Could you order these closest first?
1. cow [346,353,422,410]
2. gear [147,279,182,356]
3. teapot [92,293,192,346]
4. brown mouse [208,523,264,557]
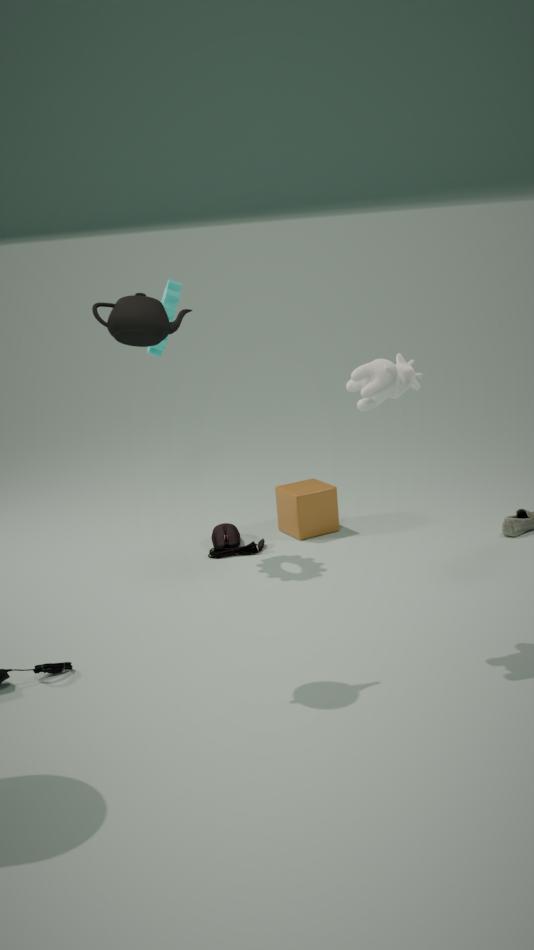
teapot [92,293,192,346] → cow [346,353,422,410] → gear [147,279,182,356] → brown mouse [208,523,264,557]
